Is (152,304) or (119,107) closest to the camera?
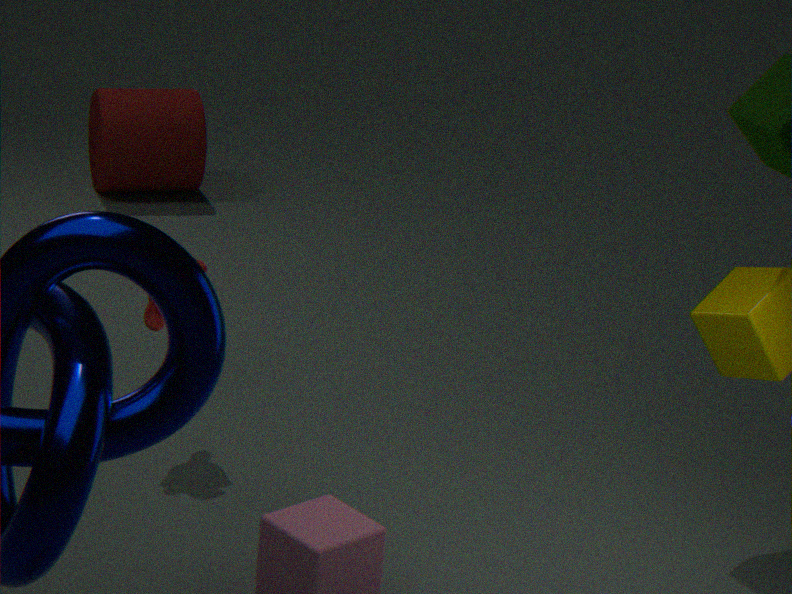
(152,304)
